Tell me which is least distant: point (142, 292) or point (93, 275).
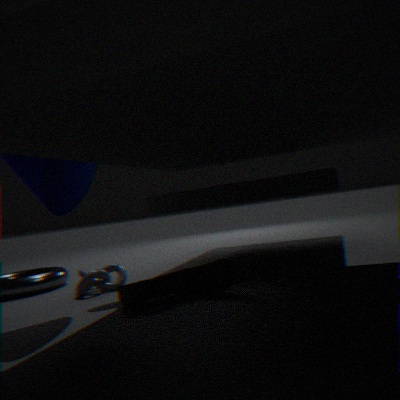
point (142, 292)
